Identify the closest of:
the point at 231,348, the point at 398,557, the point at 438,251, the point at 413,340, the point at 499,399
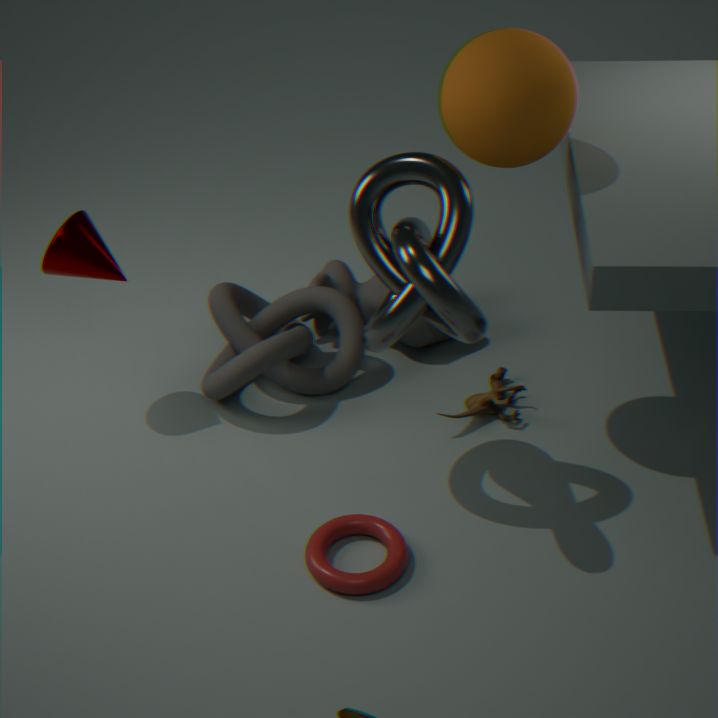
the point at 438,251
